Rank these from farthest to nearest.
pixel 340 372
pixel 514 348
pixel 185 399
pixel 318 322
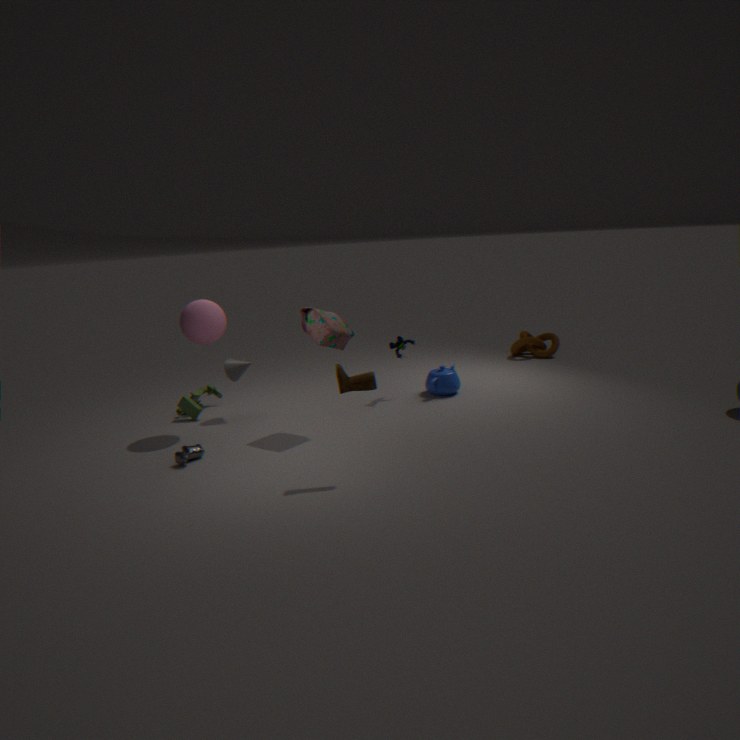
pixel 514 348 < pixel 185 399 < pixel 318 322 < pixel 340 372
